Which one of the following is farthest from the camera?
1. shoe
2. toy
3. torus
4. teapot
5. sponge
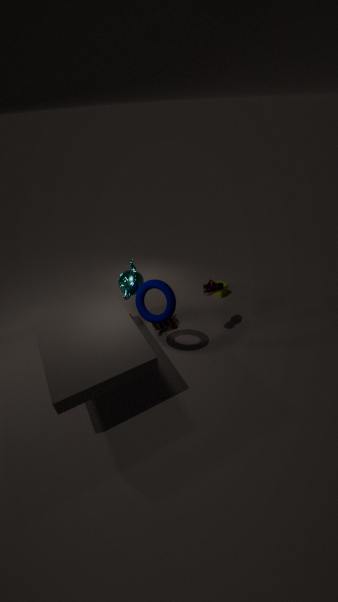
sponge
